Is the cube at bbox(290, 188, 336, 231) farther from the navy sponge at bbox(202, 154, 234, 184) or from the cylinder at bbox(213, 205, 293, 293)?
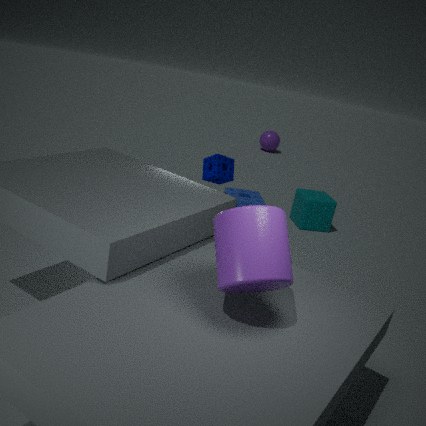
the cylinder at bbox(213, 205, 293, 293)
